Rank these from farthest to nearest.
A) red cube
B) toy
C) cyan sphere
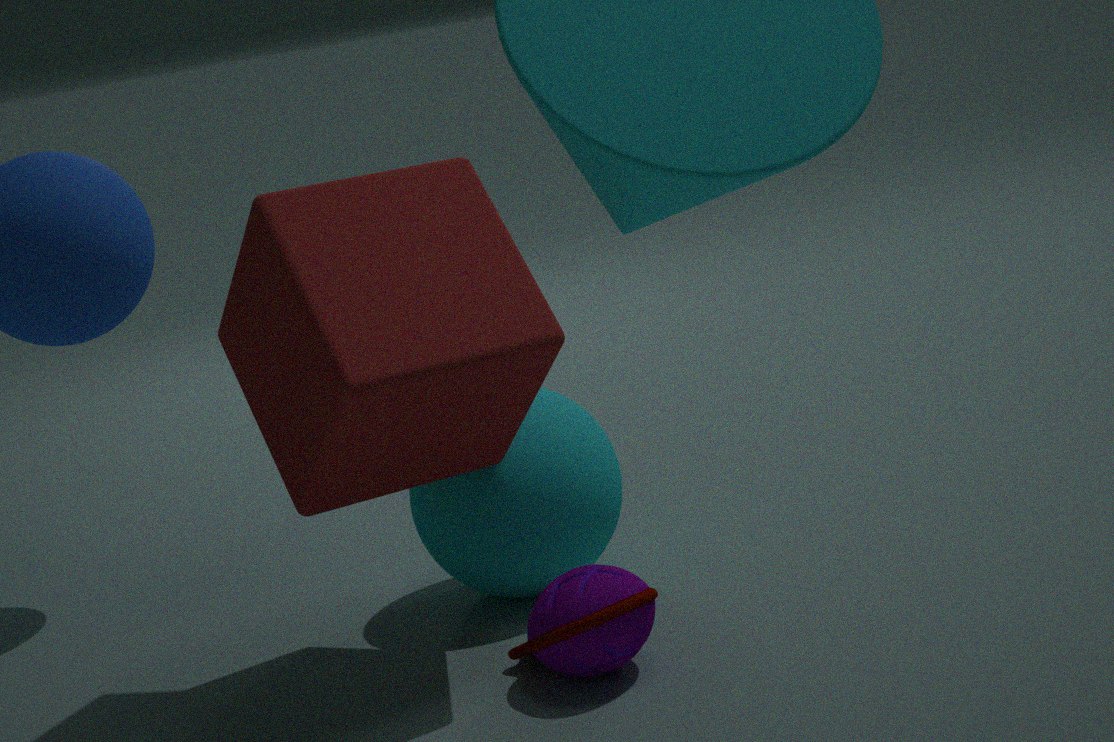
cyan sphere
toy
red cube
